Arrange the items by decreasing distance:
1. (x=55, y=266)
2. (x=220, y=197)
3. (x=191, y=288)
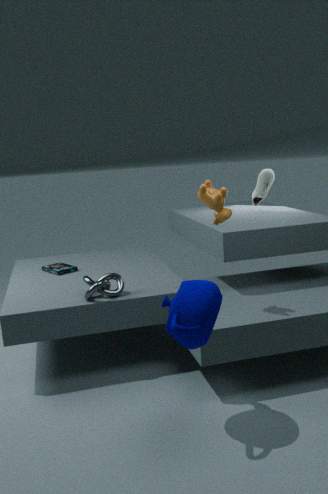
1. (x=55, y=266)
2. (x=220, y=197)
3. (x=191, y=288)
